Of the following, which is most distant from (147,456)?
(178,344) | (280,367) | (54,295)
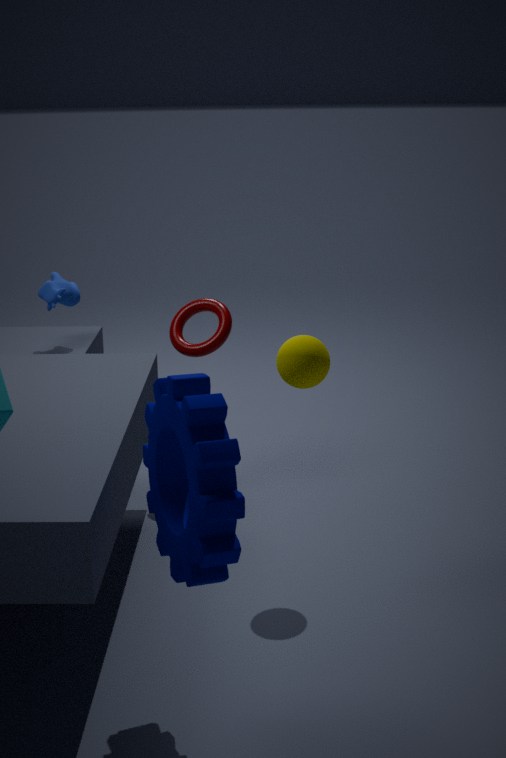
(54,295)
